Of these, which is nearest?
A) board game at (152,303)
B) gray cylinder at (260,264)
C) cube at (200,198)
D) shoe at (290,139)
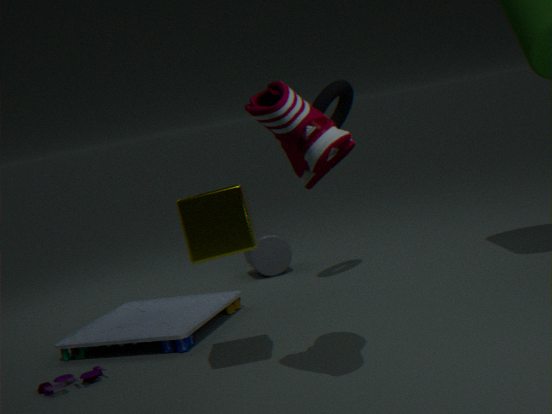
shoe at (290,139)
